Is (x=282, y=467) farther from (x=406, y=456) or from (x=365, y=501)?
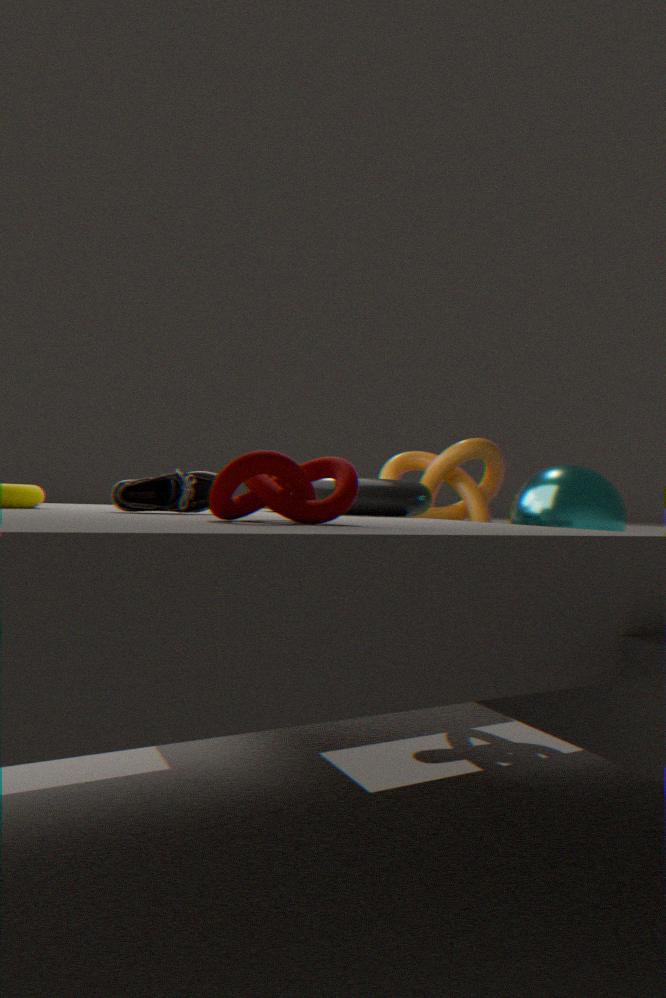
(x=406, y=456)
